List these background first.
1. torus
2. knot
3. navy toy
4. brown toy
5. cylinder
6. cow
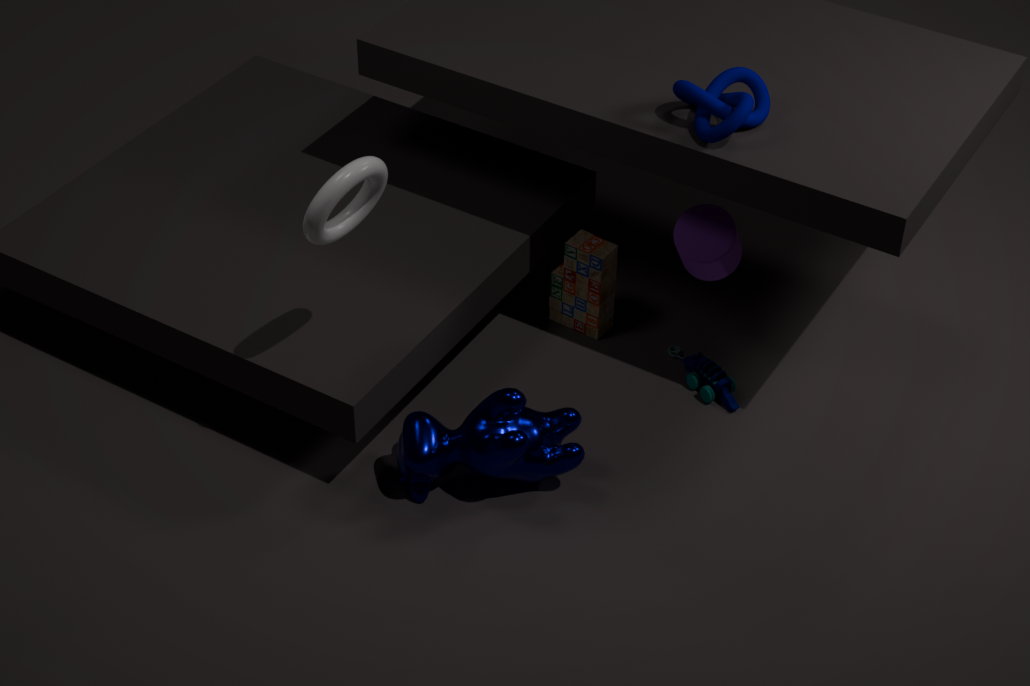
brown toy → navy toy → cylinder → cow → knot → torus
